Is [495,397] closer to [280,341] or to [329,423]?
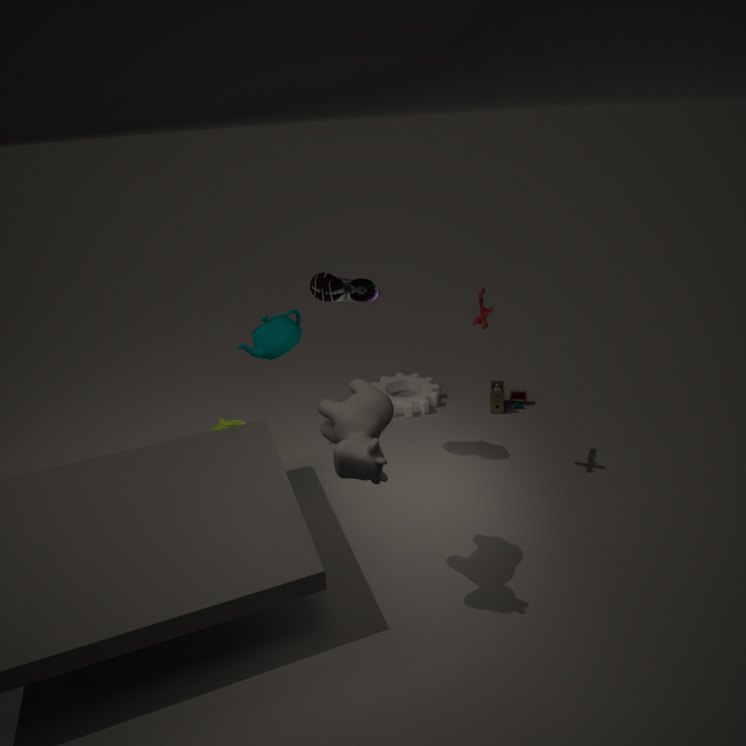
[280,341]
